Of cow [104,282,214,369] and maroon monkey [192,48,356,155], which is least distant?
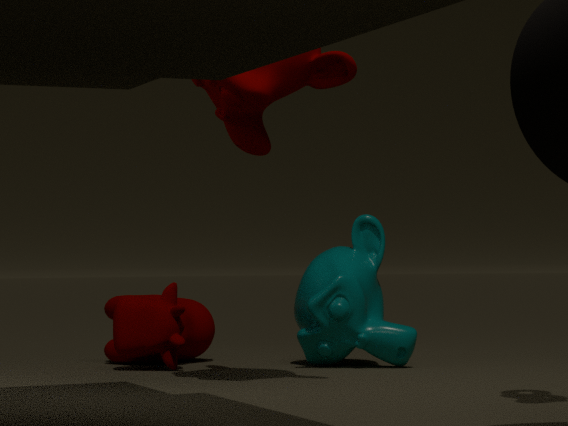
maroon monkey [192,48,356,155]
